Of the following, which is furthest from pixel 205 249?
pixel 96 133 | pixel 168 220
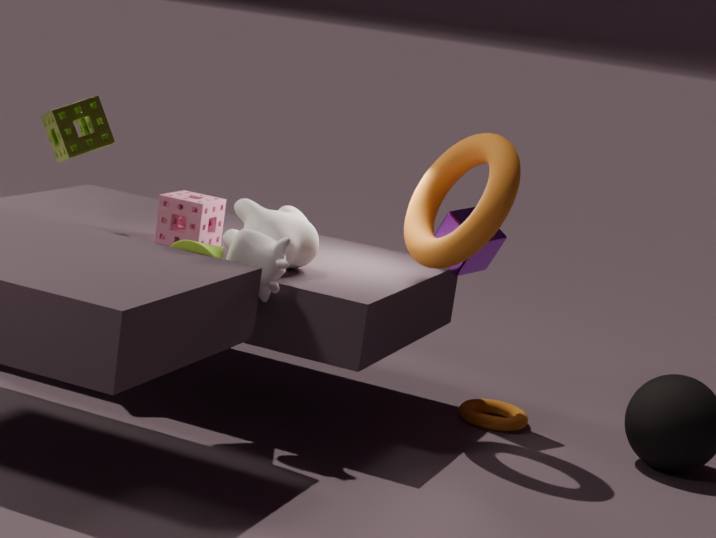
pixel 96 133
